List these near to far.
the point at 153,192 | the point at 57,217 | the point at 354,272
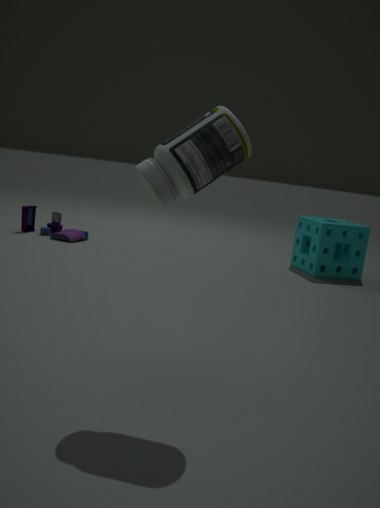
the point at 153,192, the point at 354,272, the point at 57,217
